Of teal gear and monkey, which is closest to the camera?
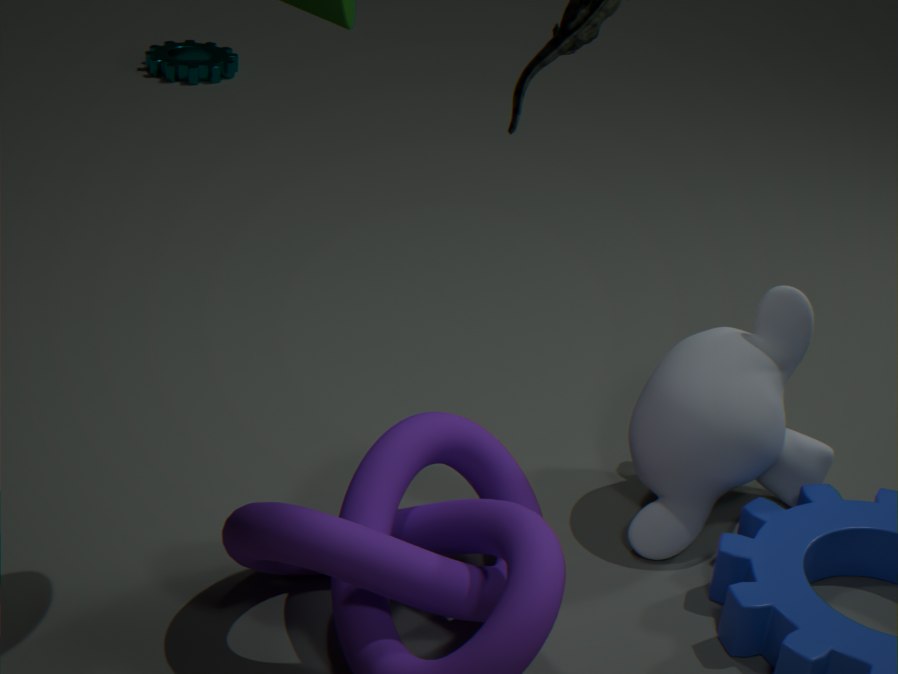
monkey
